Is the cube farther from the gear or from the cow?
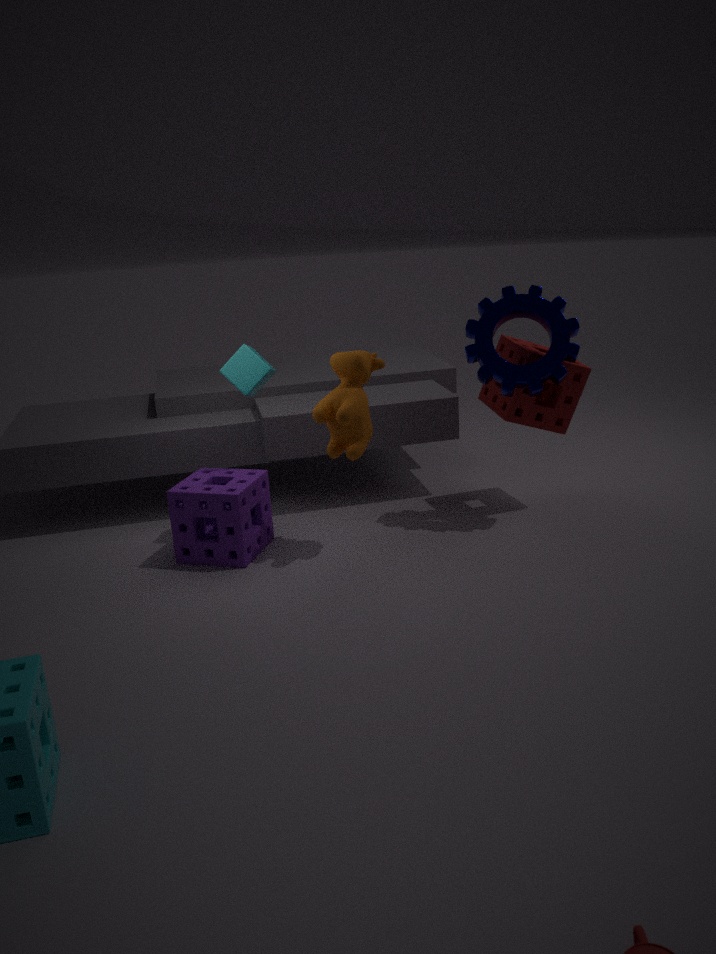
the gear
